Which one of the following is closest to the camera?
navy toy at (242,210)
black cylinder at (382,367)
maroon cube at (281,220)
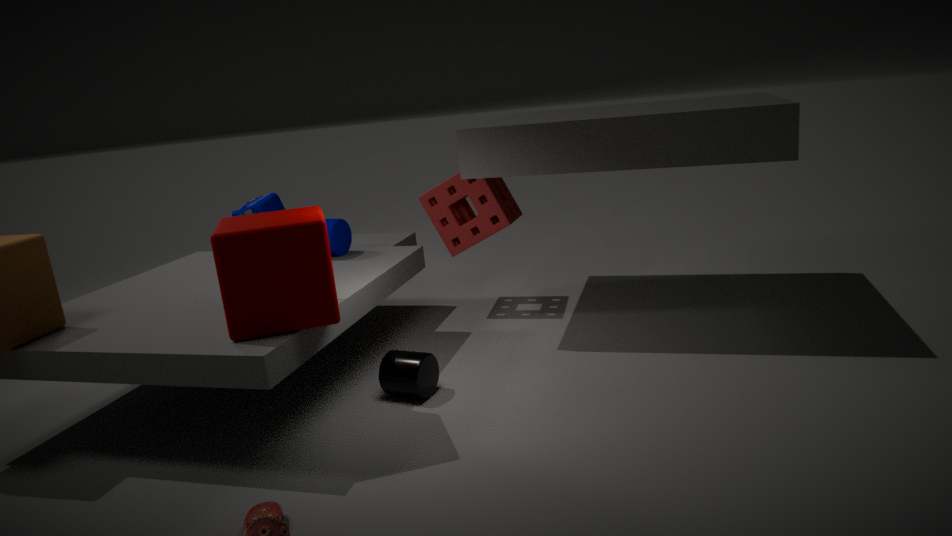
maroon cube at (281,220)
